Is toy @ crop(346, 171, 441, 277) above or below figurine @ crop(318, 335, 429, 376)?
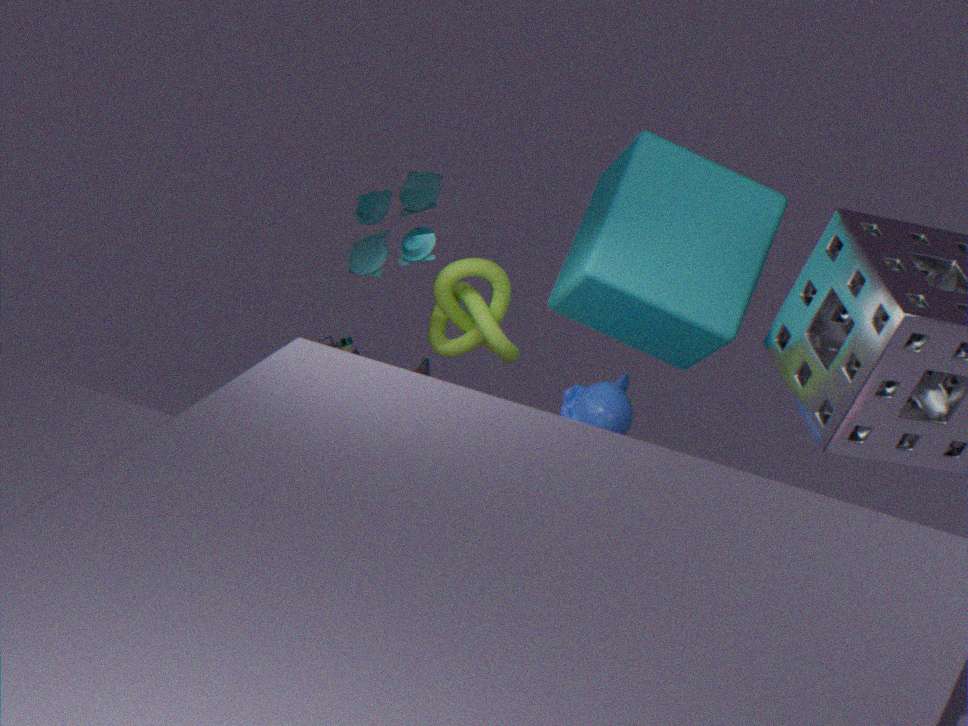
above
